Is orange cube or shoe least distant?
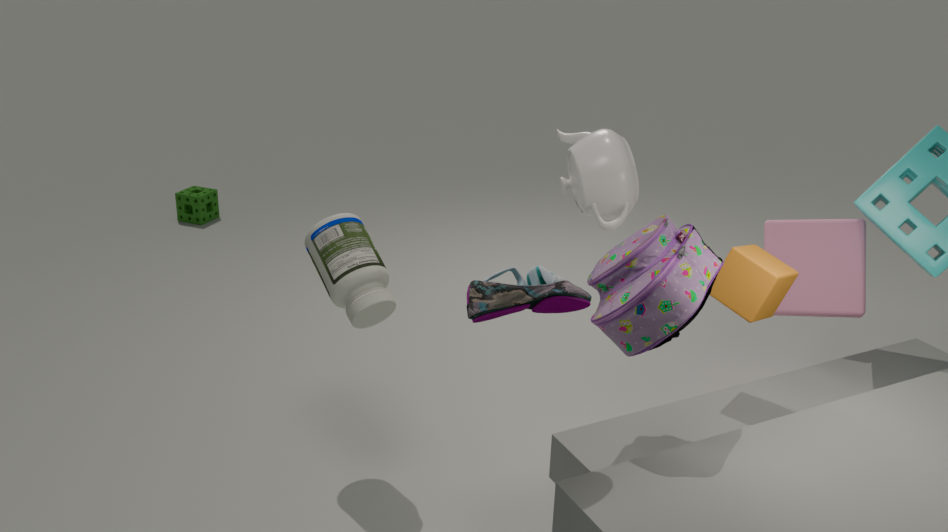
shoe
